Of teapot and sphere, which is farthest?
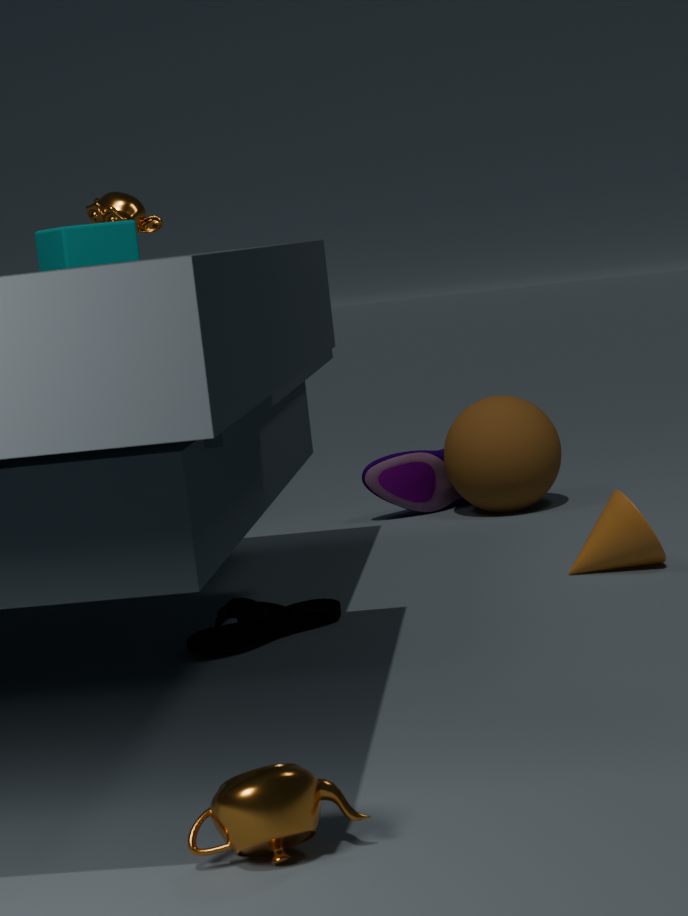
sphere
